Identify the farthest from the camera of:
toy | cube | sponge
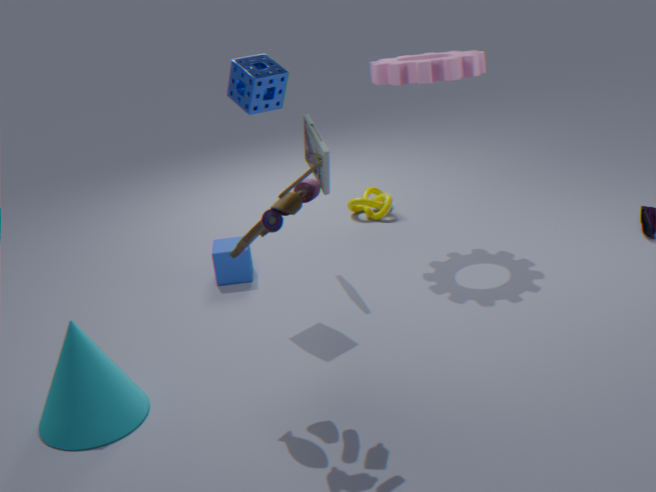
cube
